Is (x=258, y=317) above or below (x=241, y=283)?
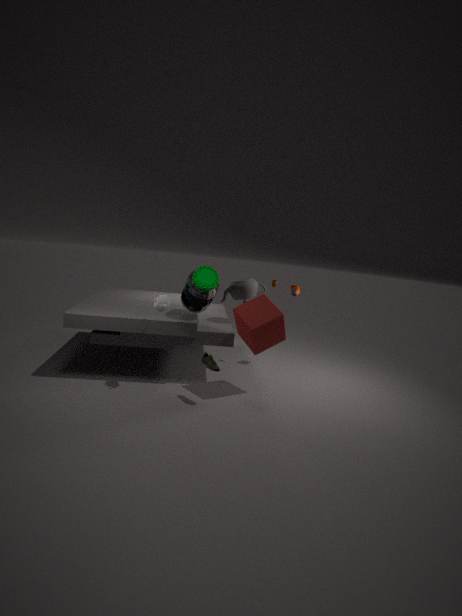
below
